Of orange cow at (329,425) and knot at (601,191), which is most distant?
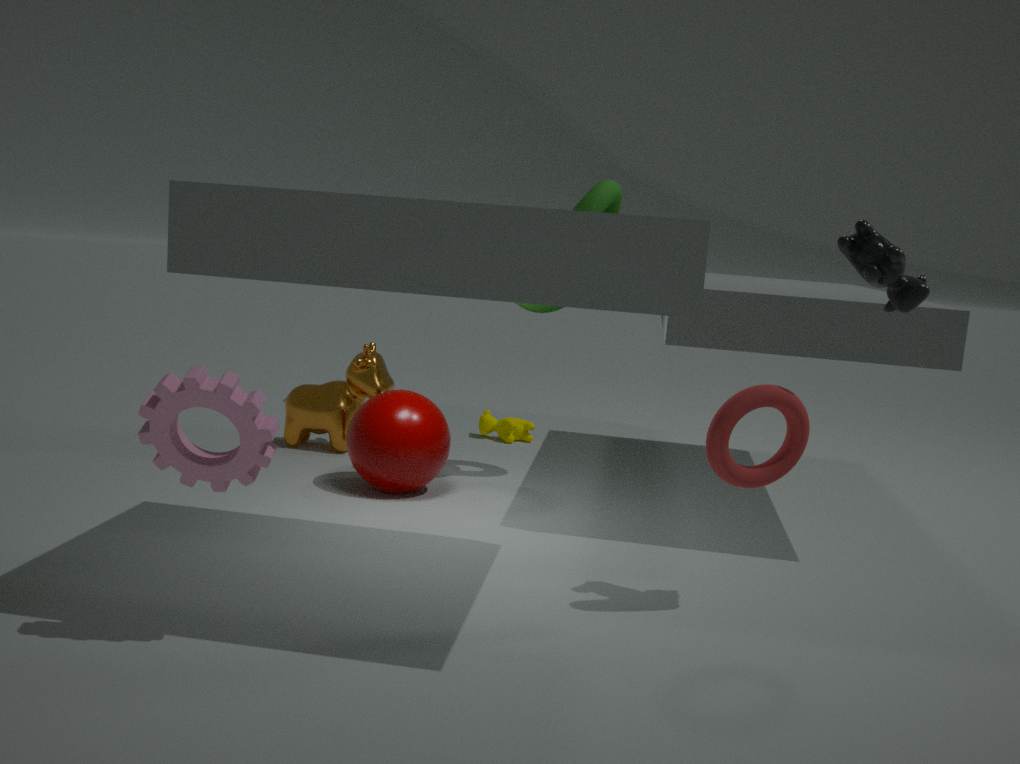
orange cow at (329,425)
